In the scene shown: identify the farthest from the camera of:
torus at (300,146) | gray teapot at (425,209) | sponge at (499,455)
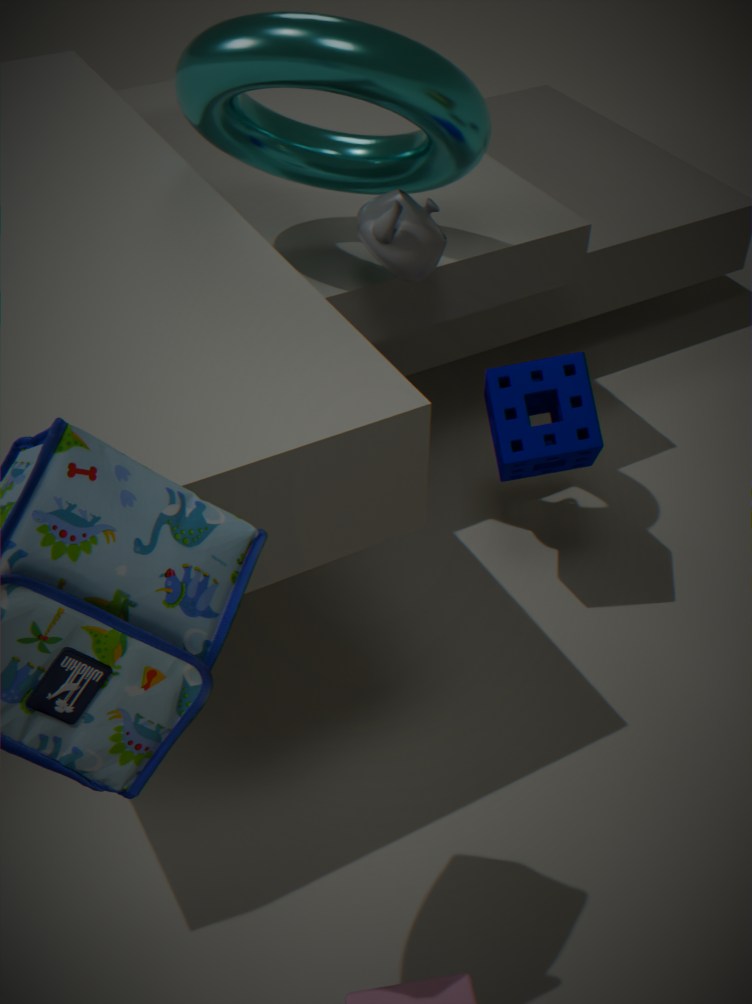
sponge at (499,455)
